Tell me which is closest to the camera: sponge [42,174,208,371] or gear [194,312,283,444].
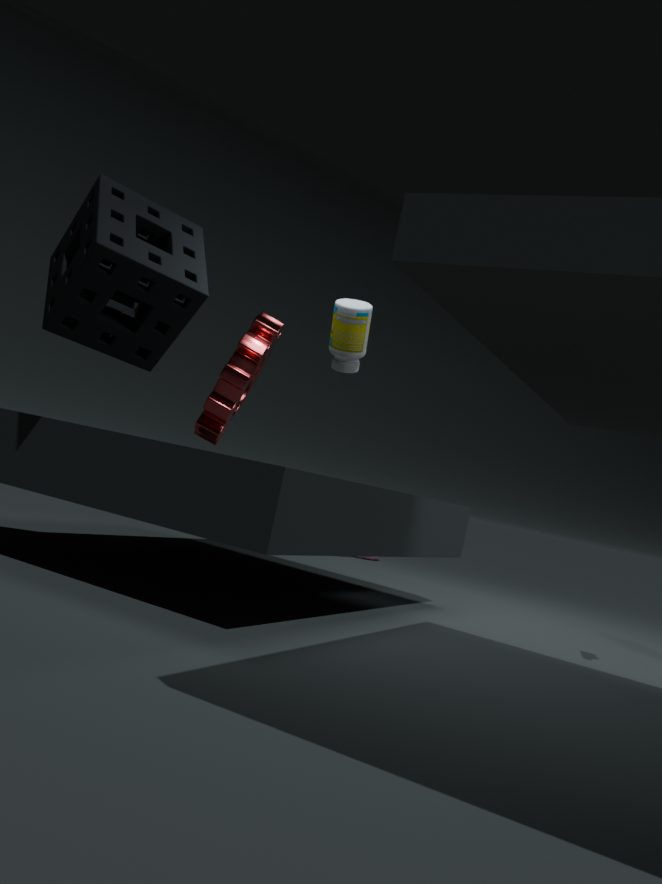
sponge [42,174,208,371]
